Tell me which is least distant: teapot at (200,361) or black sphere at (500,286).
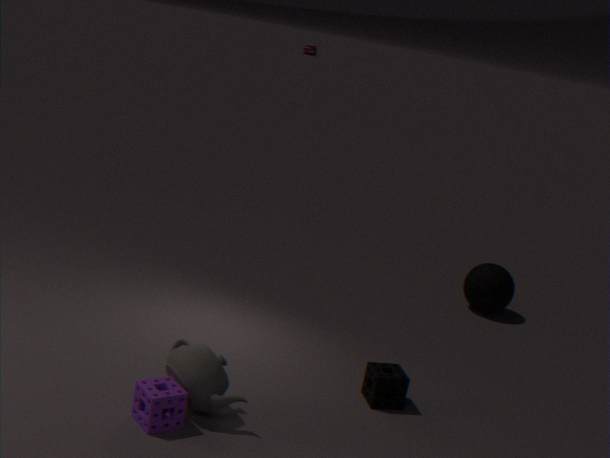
teapot at (200,361)
